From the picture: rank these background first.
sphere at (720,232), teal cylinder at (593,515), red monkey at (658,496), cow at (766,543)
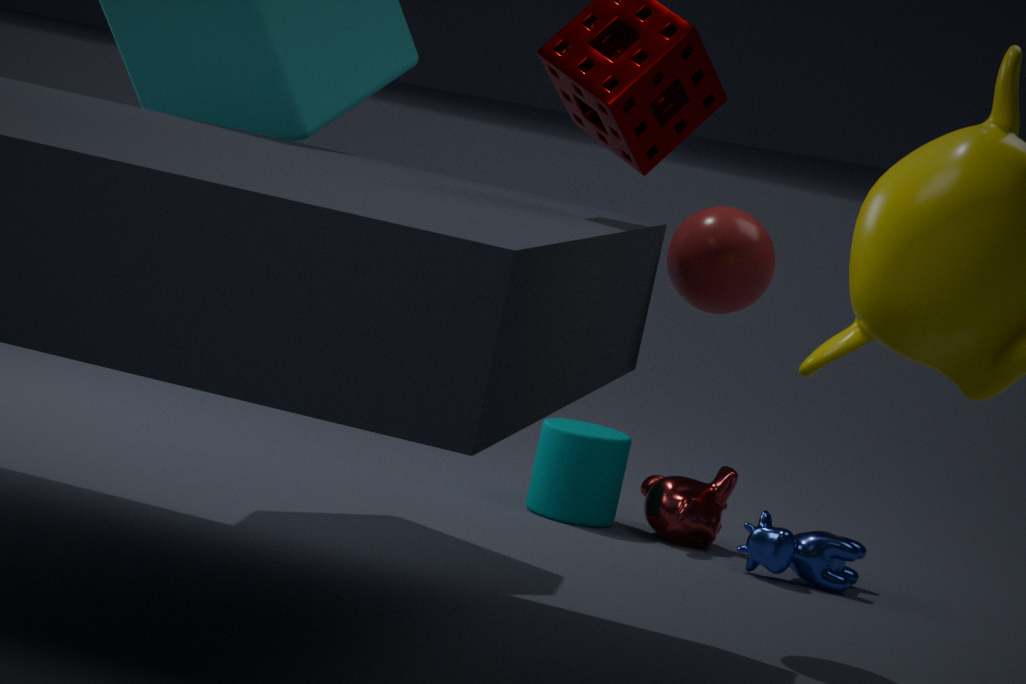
red monkey at (658,496)
teal cylinder at (593,515)
cow at (766,543)
sphere at (720,232)
